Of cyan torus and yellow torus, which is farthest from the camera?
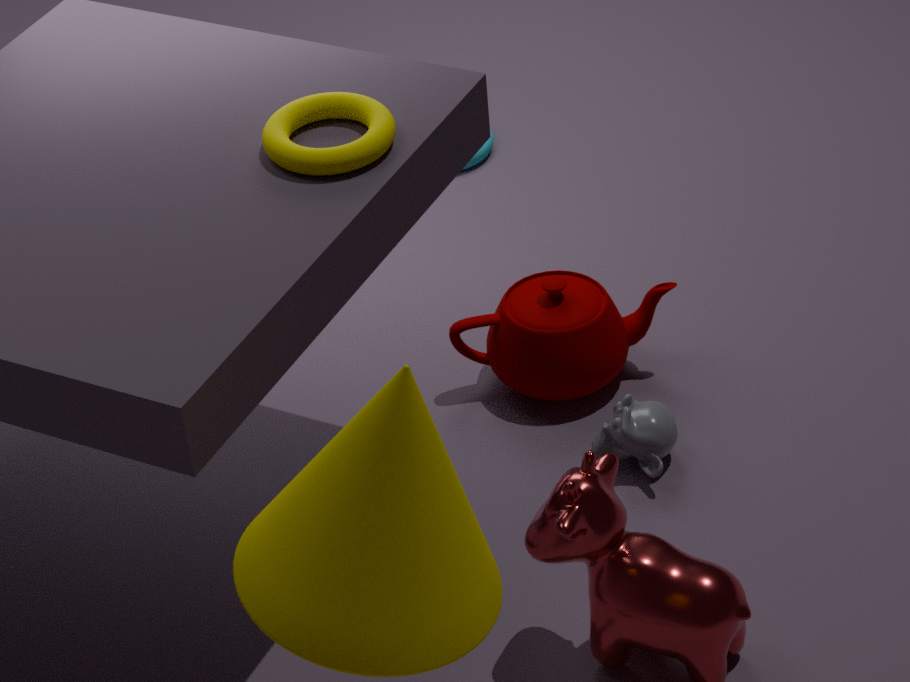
cyan torus
